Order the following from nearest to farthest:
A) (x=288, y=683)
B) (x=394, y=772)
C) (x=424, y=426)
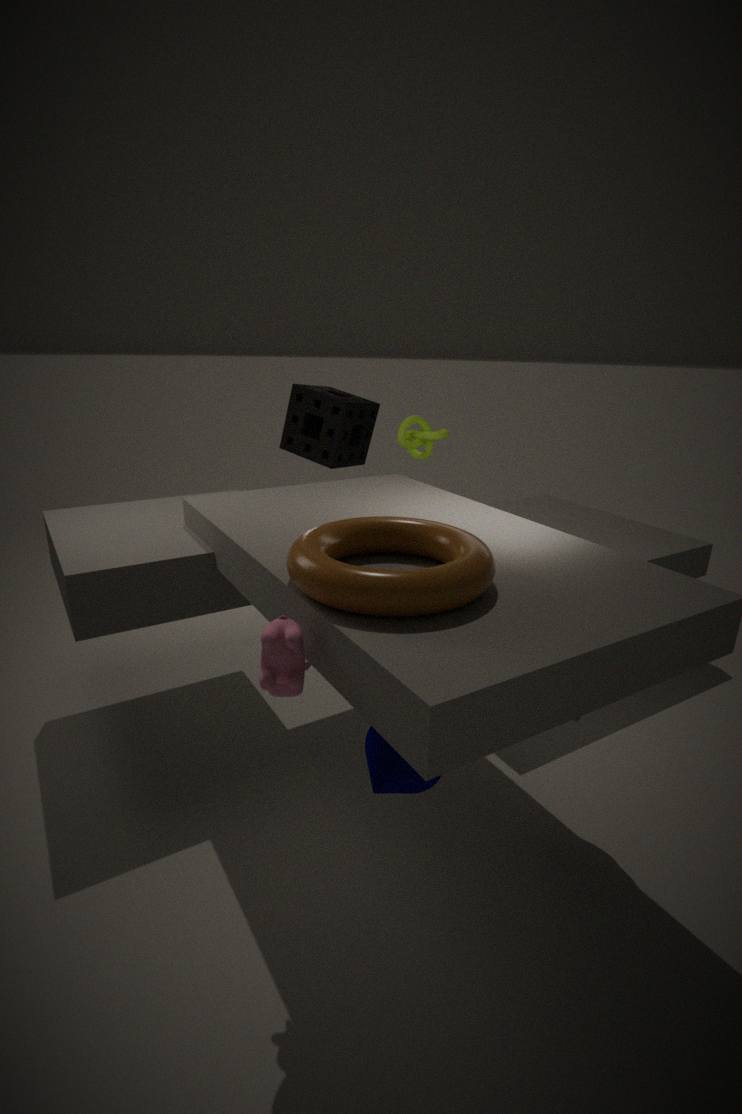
(x=288, y=683)
(x=394, y=772)
(x=424, y=426)
